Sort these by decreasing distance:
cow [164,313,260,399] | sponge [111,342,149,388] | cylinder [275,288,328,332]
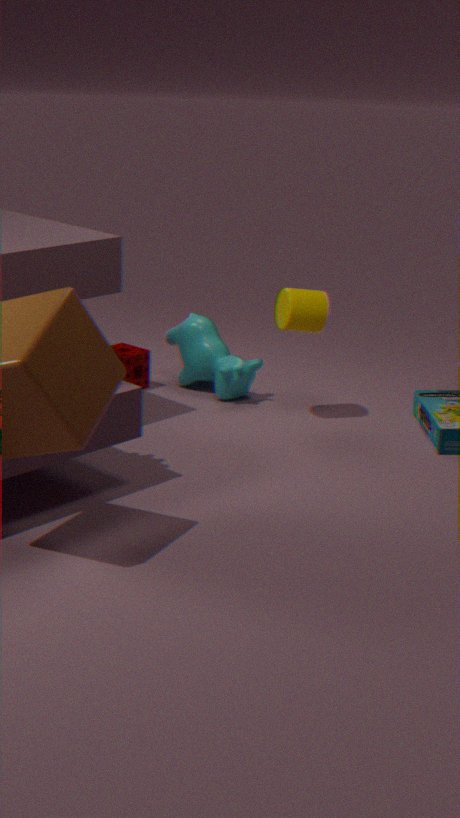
sponge [111,342,149,388]
cow [164,313,260,399]
cylinder [275,288,328,332]
